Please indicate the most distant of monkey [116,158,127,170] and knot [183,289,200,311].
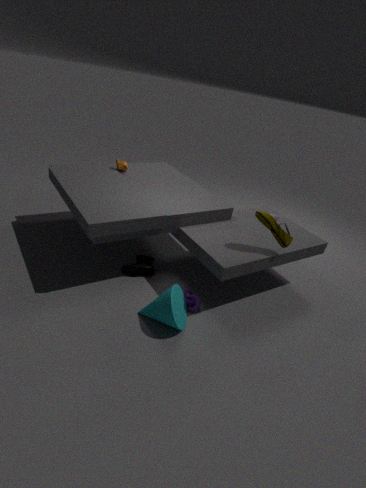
monkey [116,158,127,170]
